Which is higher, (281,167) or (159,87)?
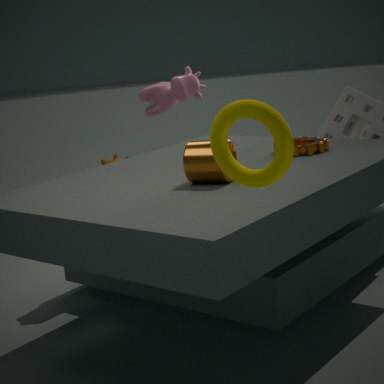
(281,167)
